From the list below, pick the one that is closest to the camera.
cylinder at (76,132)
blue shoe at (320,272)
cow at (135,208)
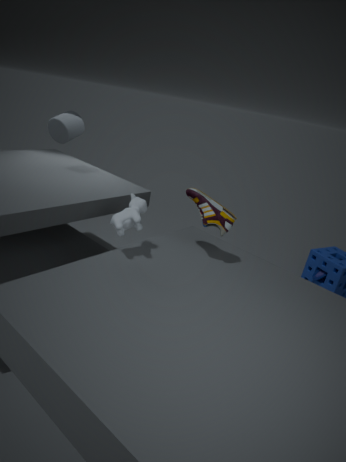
cow at (135,208)
